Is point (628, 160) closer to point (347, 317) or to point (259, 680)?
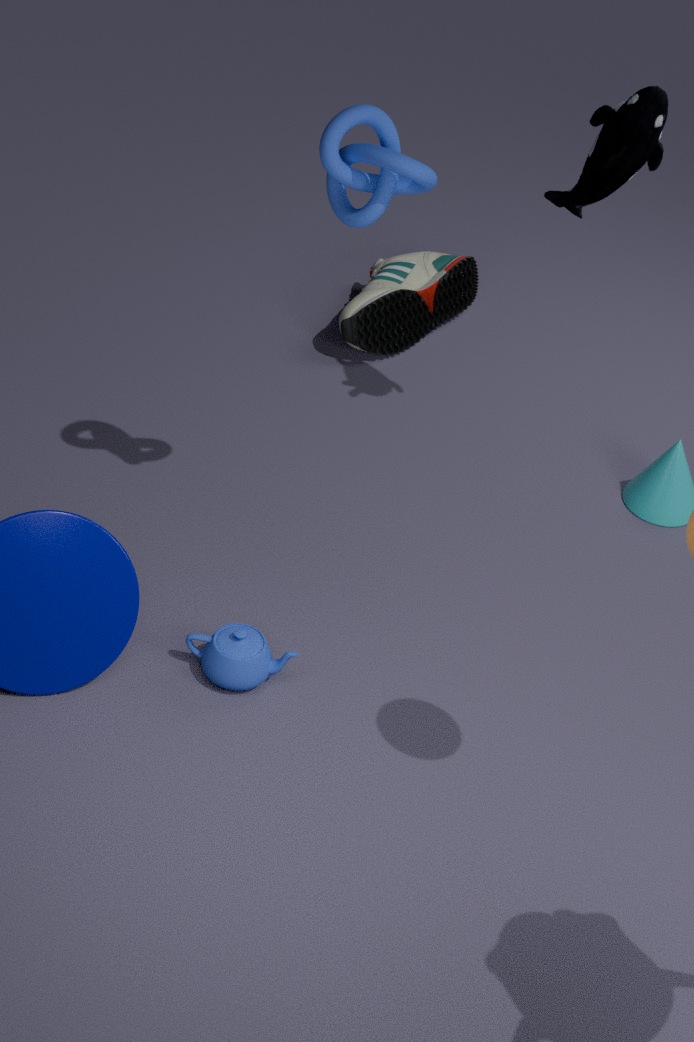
point (347, 317)
